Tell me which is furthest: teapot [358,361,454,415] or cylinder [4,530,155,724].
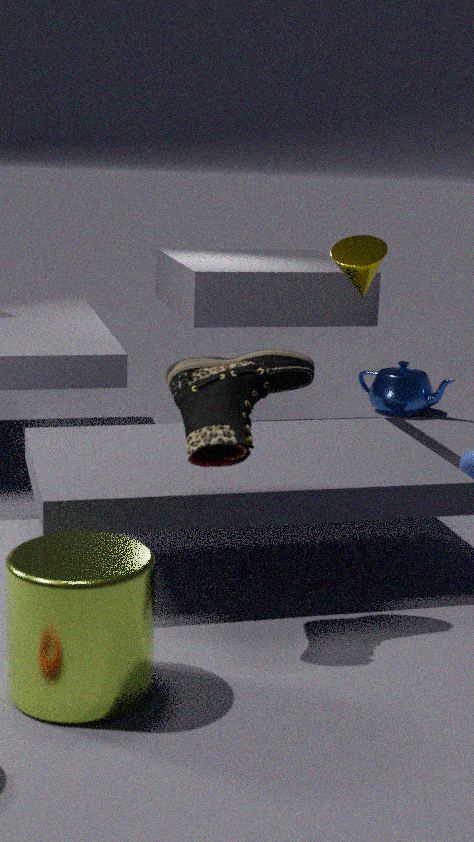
teapot [358,361,454,415]
